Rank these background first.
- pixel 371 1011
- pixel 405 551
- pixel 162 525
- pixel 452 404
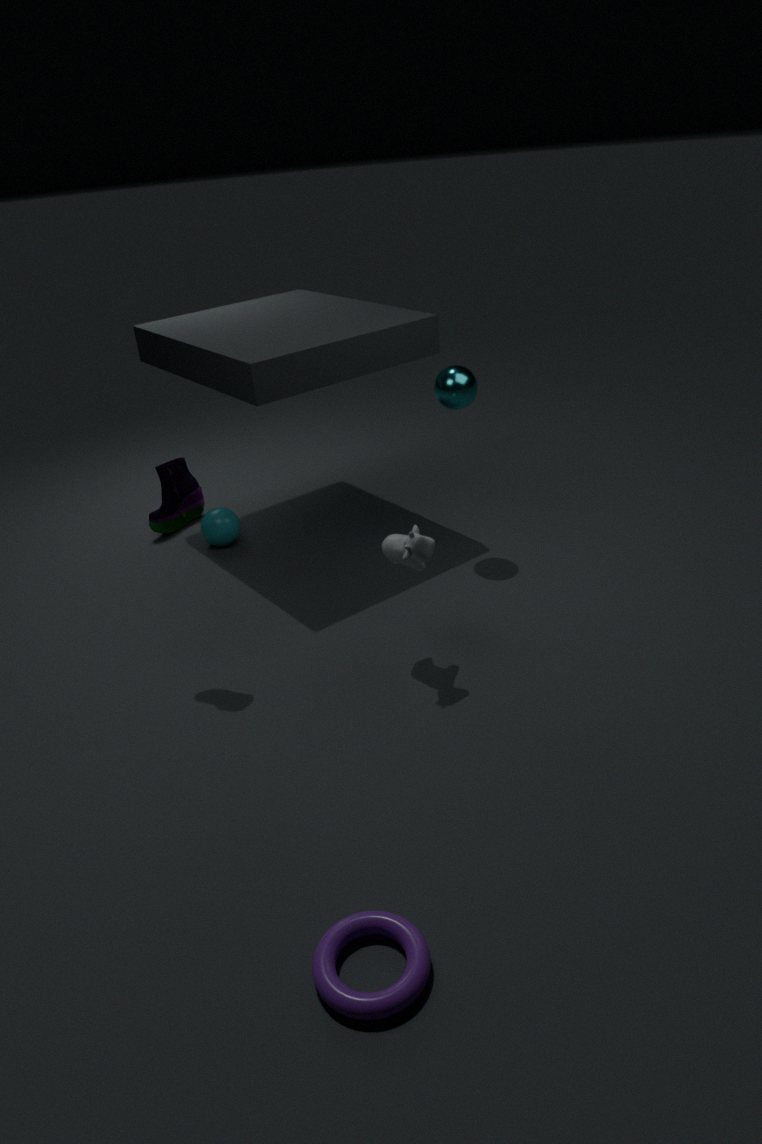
pixel 162 525 < pixel 452 404 < pixel 405 551 < pixel 371 1011
